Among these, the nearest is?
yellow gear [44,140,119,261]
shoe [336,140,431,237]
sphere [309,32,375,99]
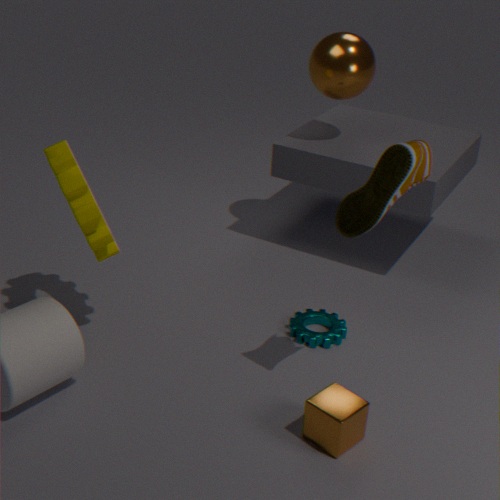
shoe [336,140,431,237]
